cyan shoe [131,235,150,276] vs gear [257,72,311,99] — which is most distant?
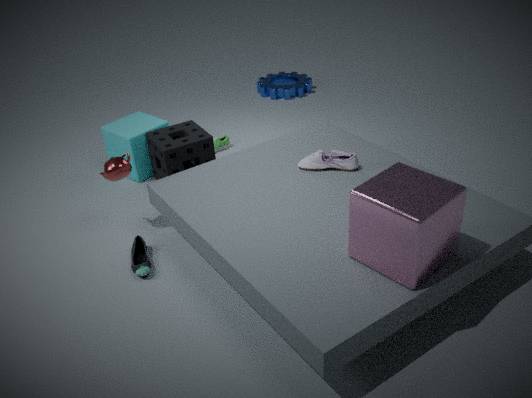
gear [257,72,311,99]
